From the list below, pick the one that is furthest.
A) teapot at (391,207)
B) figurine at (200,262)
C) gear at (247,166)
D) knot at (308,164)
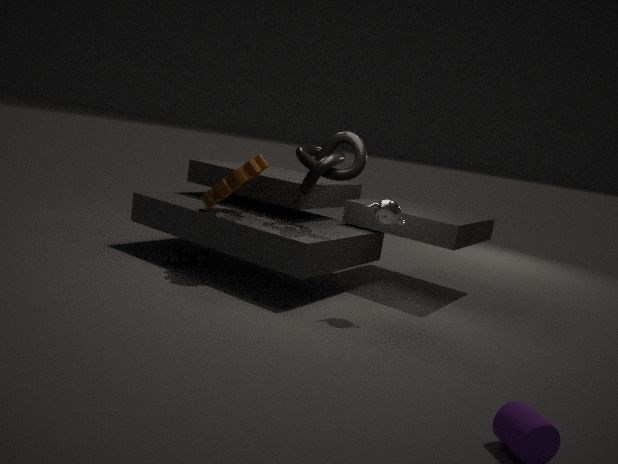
figurine at (200,262)
